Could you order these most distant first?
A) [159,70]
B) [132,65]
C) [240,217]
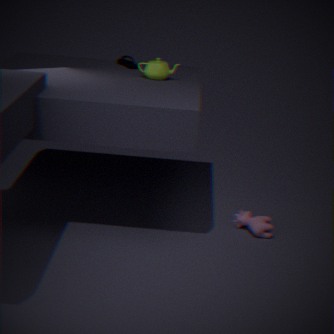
[132,65] → [159,70] → [240,217]
